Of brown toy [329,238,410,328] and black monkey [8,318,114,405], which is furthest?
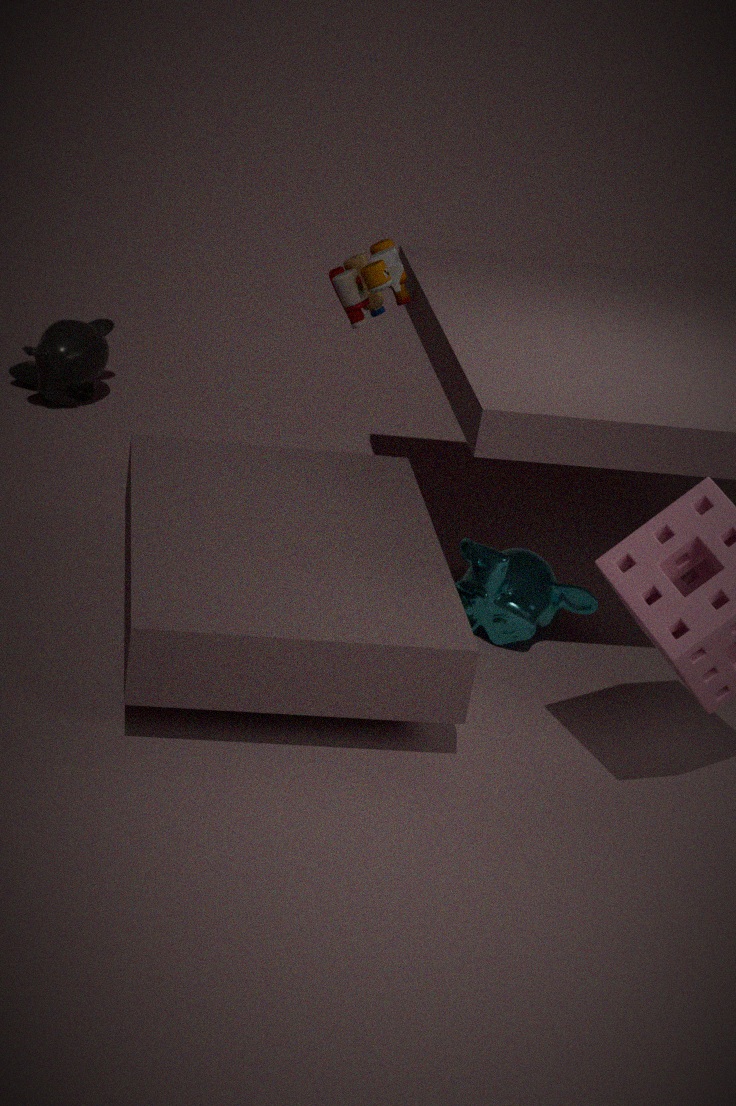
black monkey [8,318,114,405]
